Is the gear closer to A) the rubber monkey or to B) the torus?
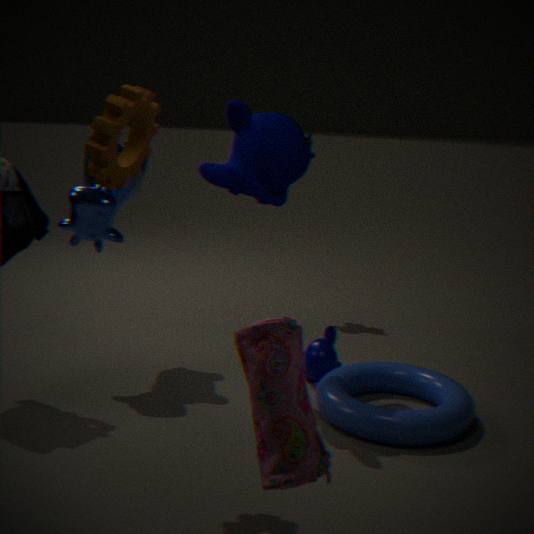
A) the rubber monkey
